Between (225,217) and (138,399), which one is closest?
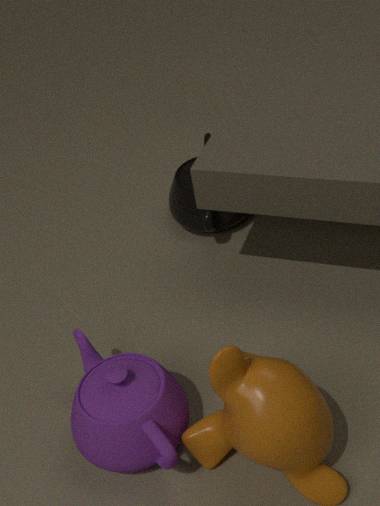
(138,399)
